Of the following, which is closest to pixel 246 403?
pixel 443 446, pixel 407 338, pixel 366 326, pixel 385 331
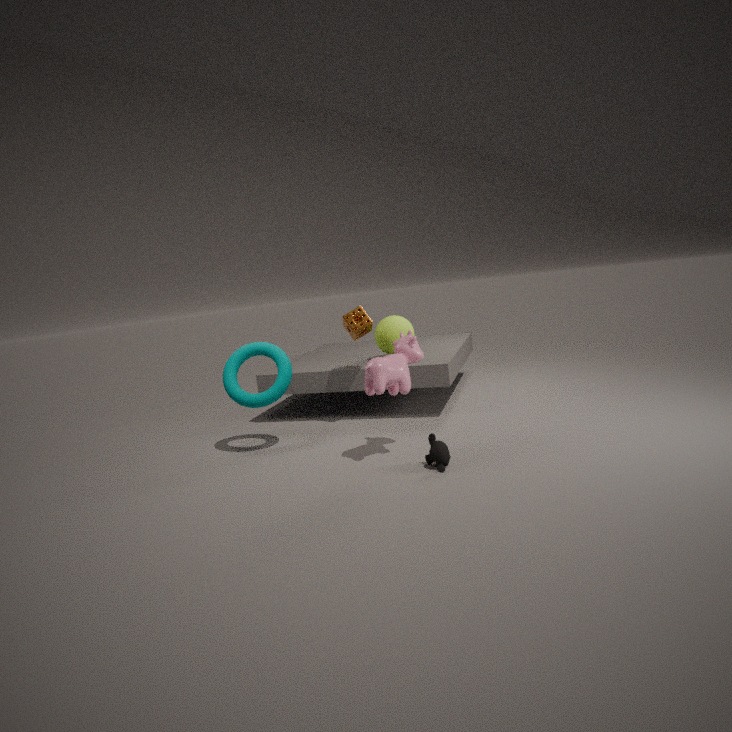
pixel 366 326
